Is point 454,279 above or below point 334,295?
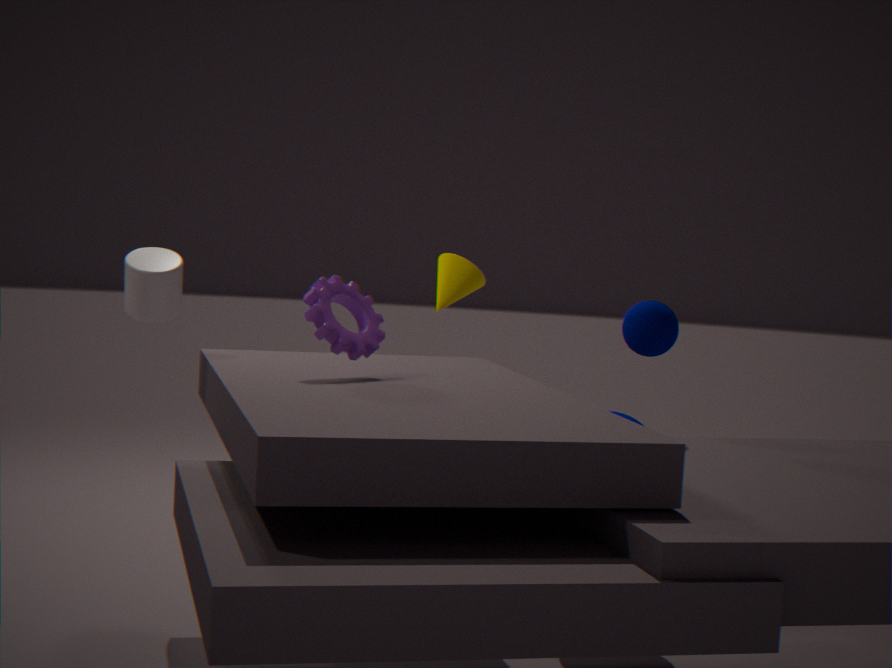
above
